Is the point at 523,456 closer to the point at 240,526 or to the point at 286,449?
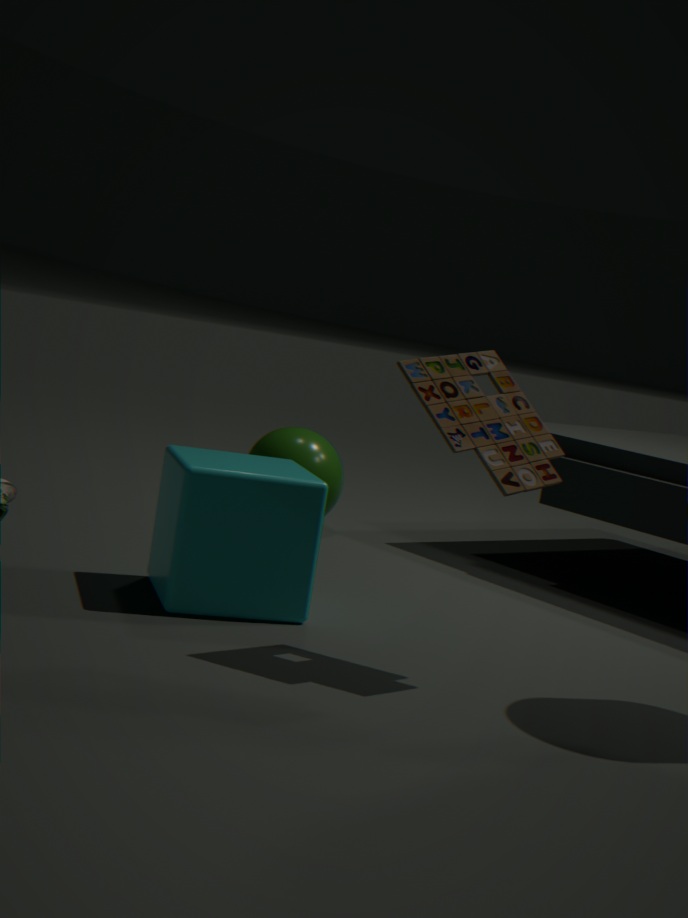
the point at 240,526
